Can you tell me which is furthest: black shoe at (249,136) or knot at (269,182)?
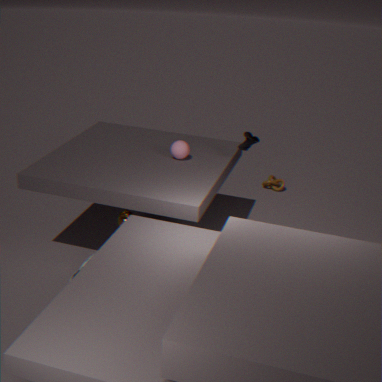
knot at (269,182)
